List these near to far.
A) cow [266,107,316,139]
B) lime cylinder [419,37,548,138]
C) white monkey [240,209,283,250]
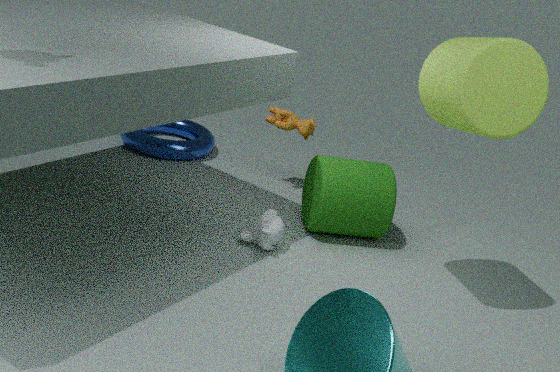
lime cylinder [419,37,548,138] < white monkey [240,209,283,250] < cow [266,107,316,139]
